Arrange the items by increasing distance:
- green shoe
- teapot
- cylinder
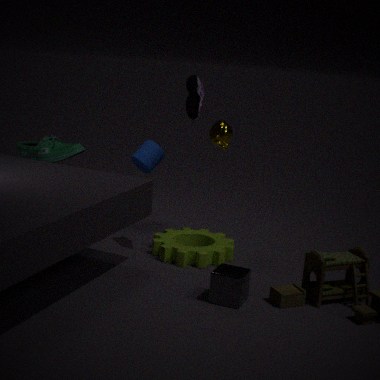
1. teapot
2. green shoe
3. cylinder
